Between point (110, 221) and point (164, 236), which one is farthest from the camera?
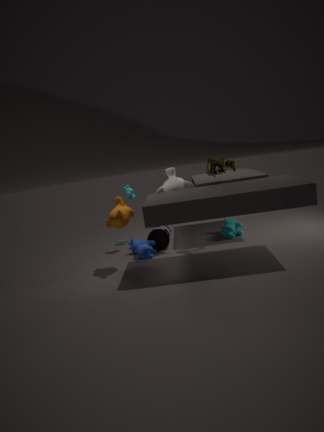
point (164, 236)
